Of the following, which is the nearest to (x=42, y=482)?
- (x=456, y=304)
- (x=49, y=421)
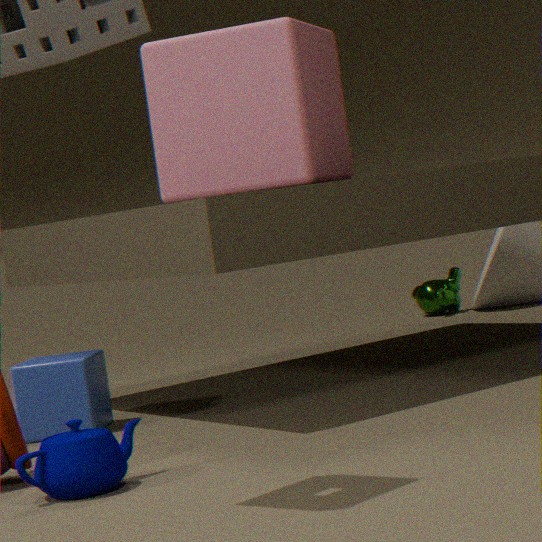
(x=49, y=421)
